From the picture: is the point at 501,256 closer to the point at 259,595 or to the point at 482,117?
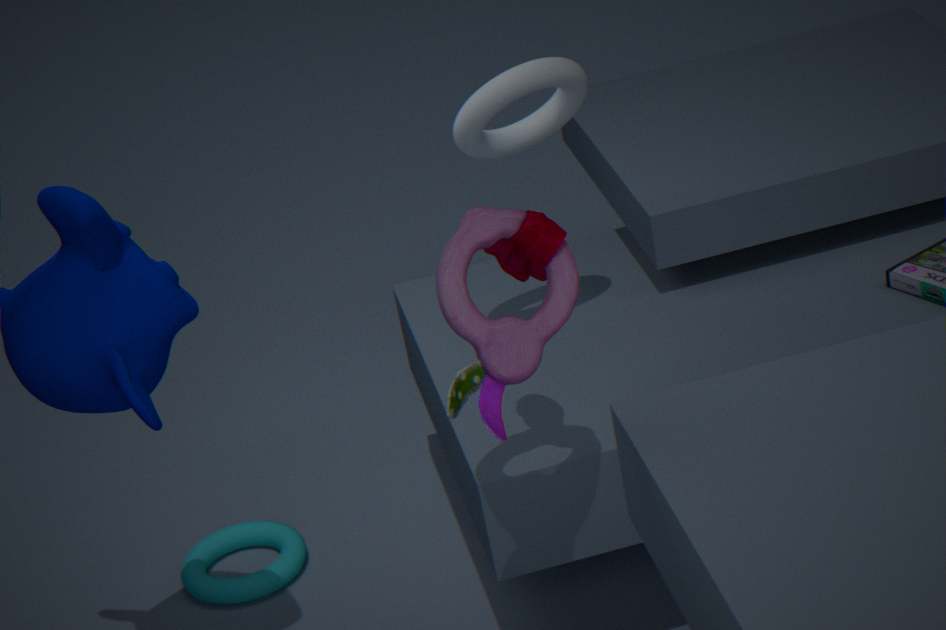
the point at 482,117
